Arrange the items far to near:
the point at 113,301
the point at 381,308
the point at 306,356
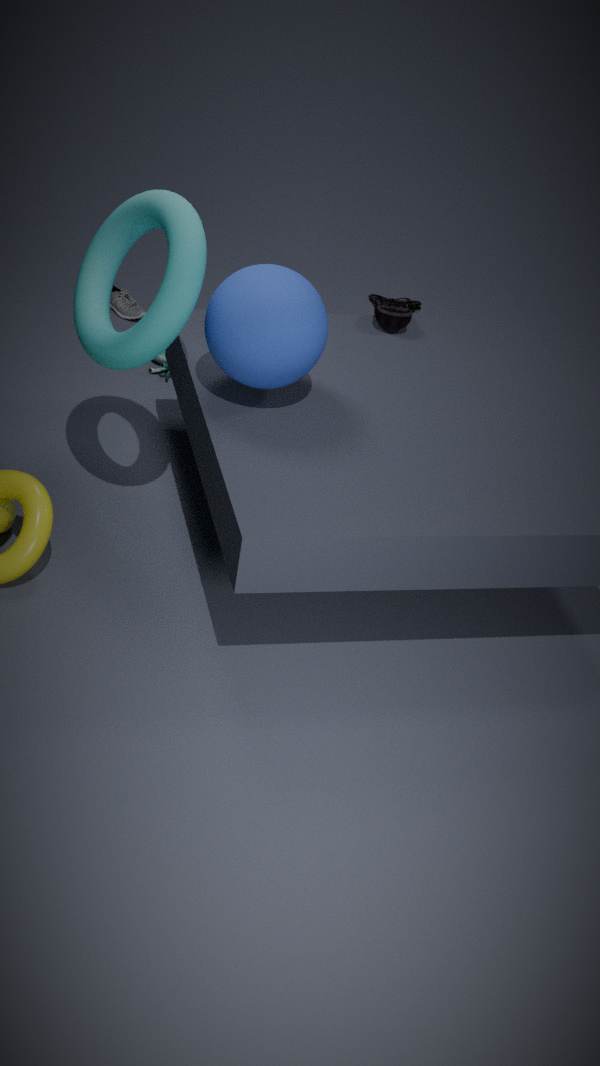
the point at 113,301 → the point at 381,308 → the point at 306,356
